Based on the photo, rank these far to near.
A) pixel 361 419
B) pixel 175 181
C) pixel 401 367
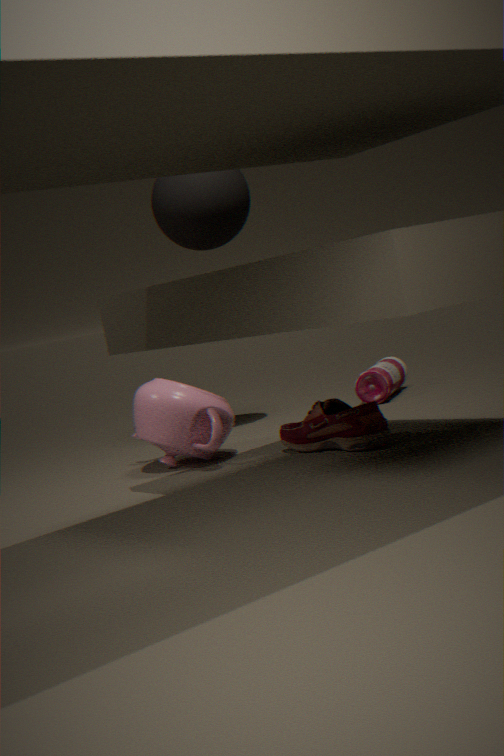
pixel 401 367, pixel 175 181, pixel 361 419
